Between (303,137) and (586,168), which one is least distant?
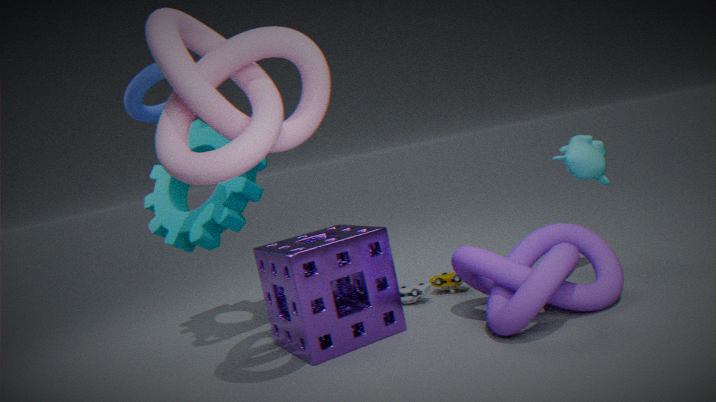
(303,137)
